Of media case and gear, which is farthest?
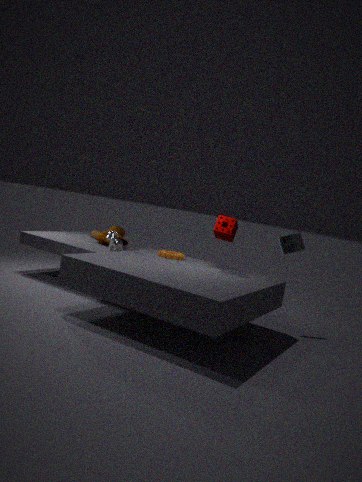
media case
